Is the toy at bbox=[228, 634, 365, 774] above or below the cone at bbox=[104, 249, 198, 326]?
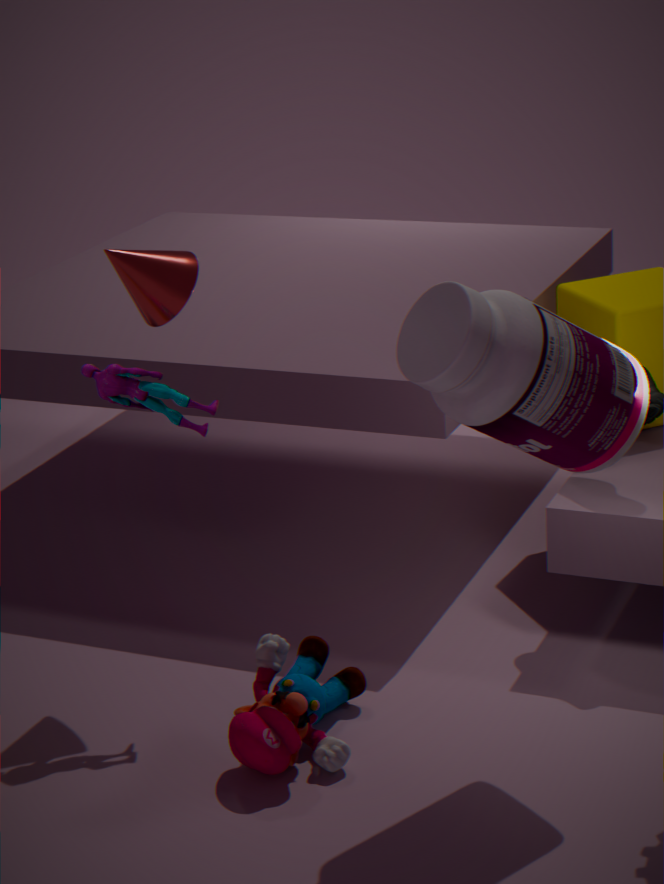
below
